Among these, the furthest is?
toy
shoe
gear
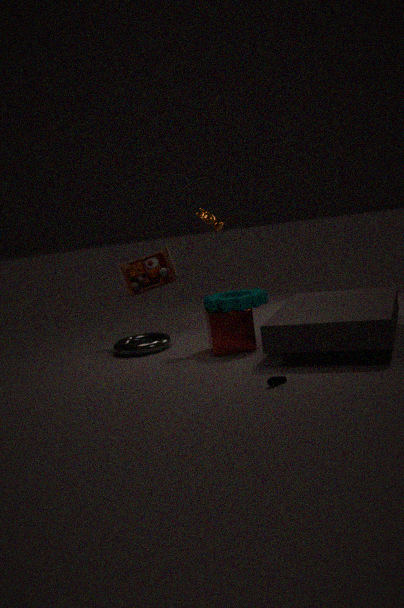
toy
